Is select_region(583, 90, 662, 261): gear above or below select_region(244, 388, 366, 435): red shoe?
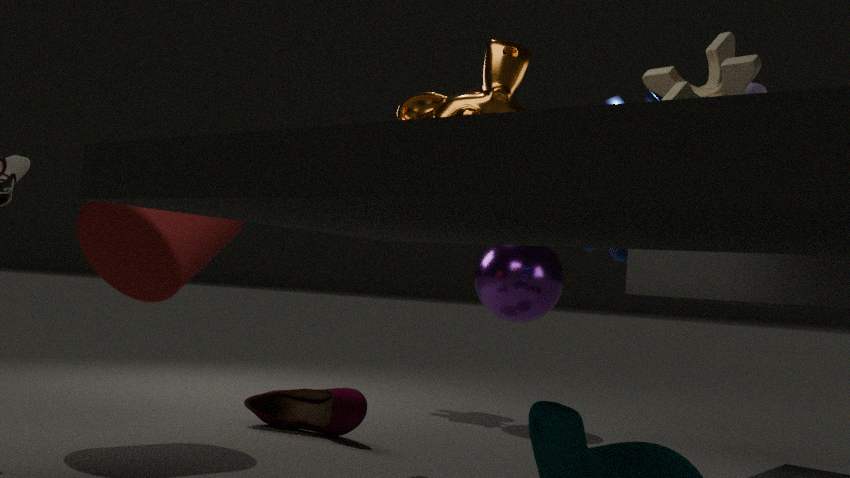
above
